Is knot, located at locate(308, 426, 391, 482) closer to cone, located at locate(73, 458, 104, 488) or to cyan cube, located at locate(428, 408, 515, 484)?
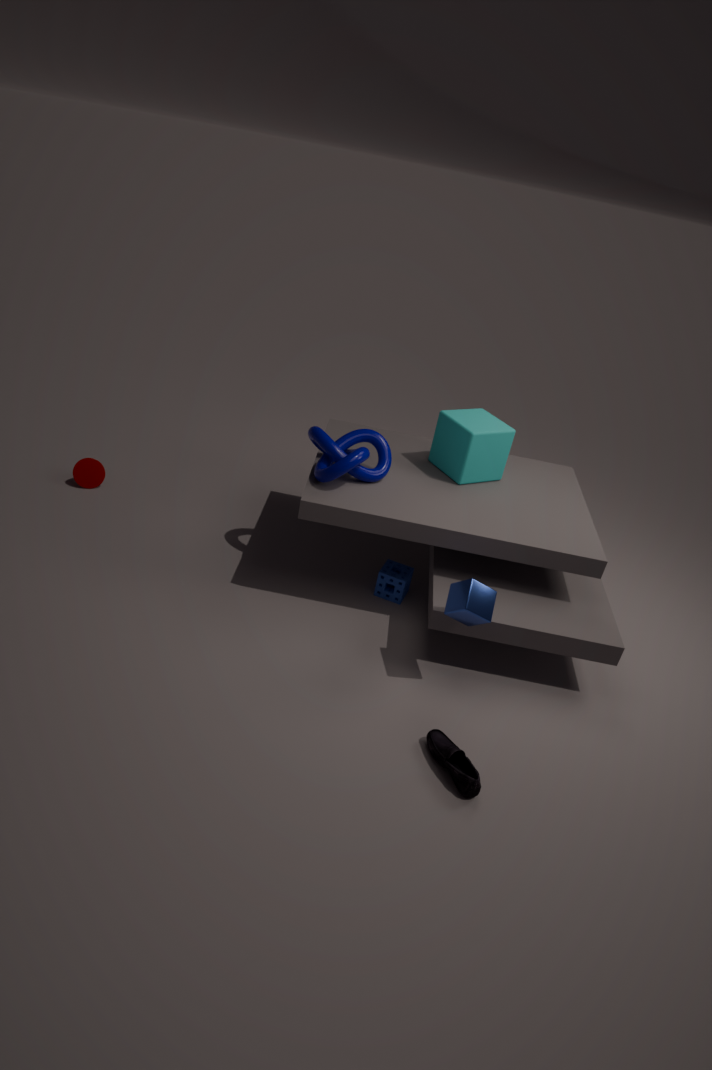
Result: cyan cube, located at locate(428, 408, 515, 484)
